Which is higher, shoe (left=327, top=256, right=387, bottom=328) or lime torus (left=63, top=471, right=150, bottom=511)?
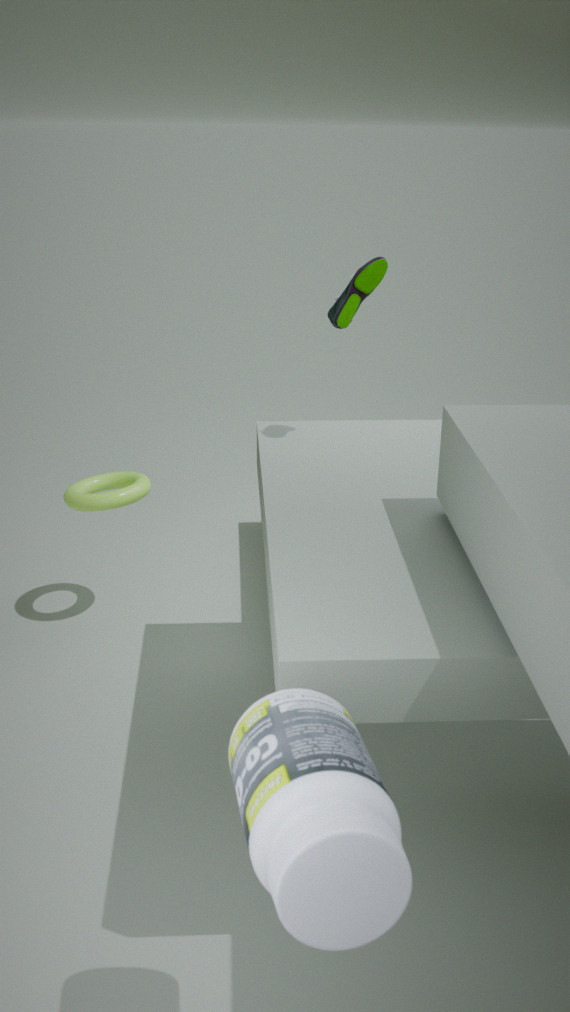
shoe (left=327, top=256, right=387, bottom=328)
